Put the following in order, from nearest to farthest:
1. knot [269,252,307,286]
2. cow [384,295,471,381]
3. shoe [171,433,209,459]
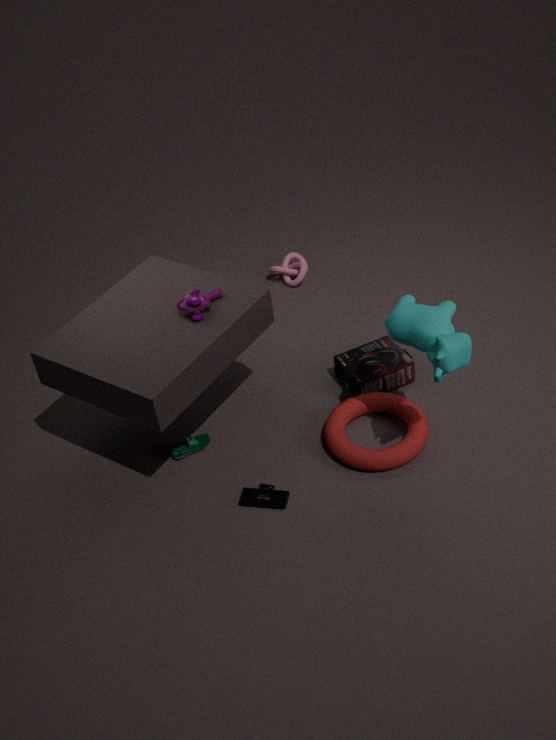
cow [384,295,471,381] → shoe [171,433,209,459] → knot [269,252,307,286]
